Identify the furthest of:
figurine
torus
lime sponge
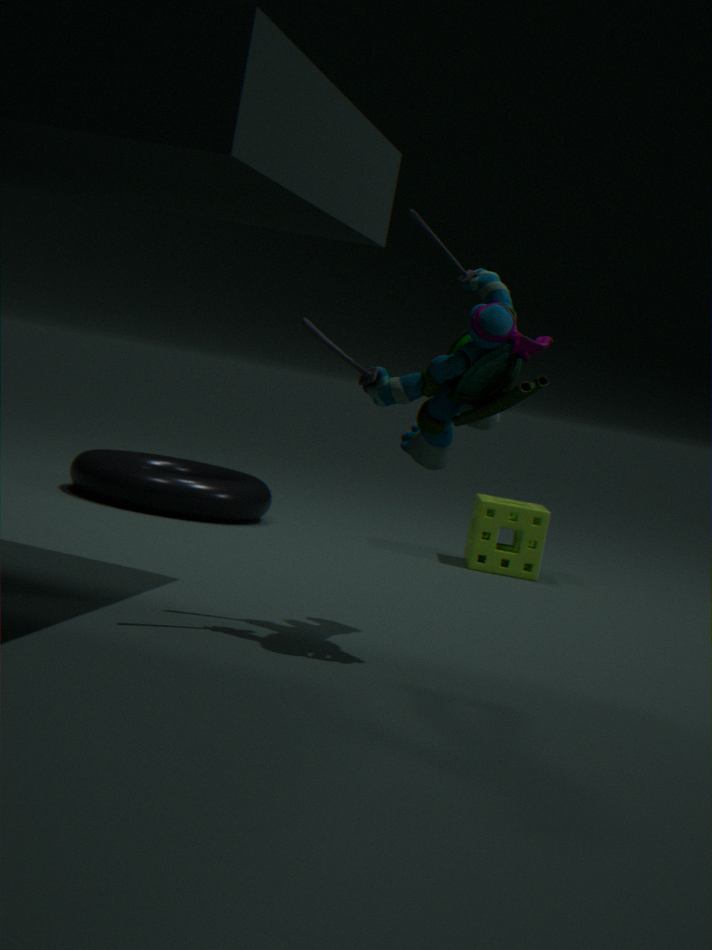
lime sponge
